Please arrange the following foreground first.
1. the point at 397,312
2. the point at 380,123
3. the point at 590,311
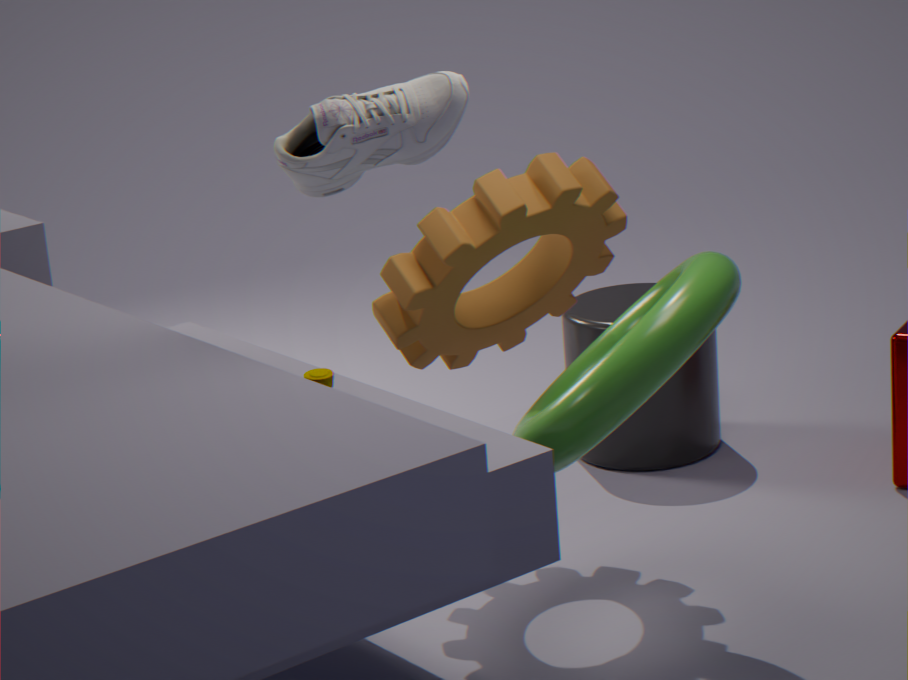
the point at 380,123, the point at 397,312, the point at 590,311
